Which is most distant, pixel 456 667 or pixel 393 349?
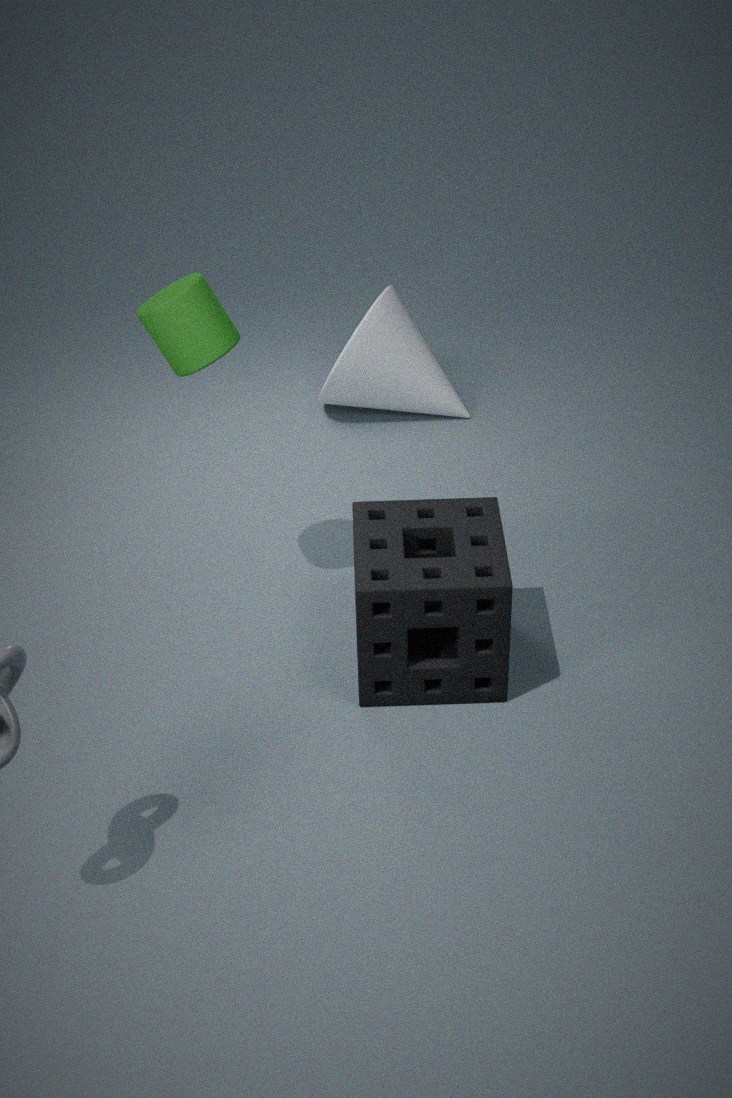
pixel 393 349
